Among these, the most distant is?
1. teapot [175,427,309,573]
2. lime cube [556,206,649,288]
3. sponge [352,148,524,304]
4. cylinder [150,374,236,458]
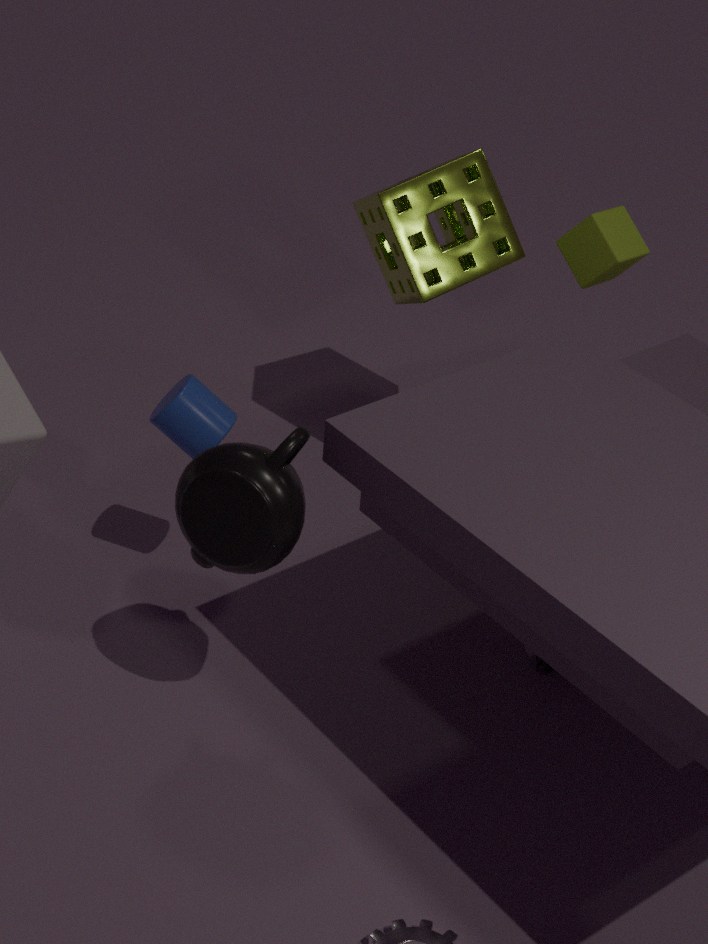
lime cube [556,206,649,288]
